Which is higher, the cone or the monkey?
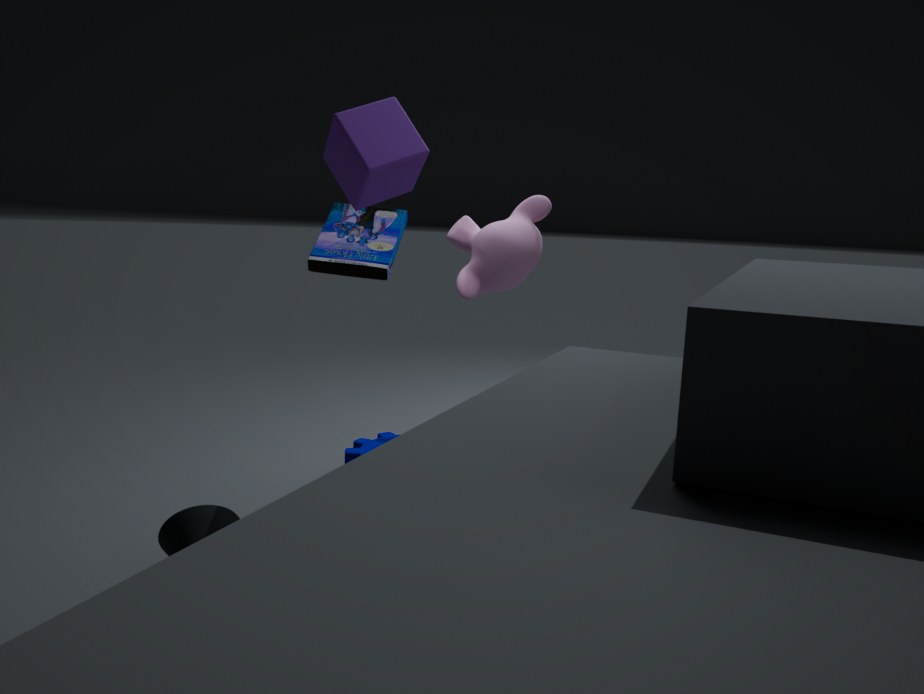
the monkey
